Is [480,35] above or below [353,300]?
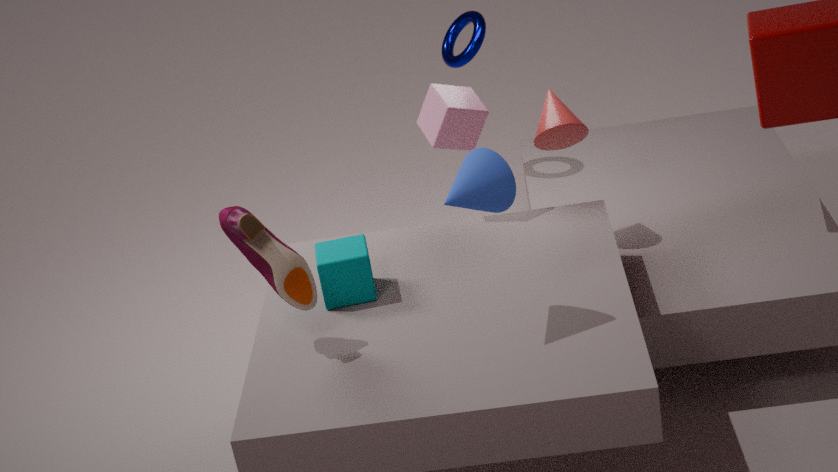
above
